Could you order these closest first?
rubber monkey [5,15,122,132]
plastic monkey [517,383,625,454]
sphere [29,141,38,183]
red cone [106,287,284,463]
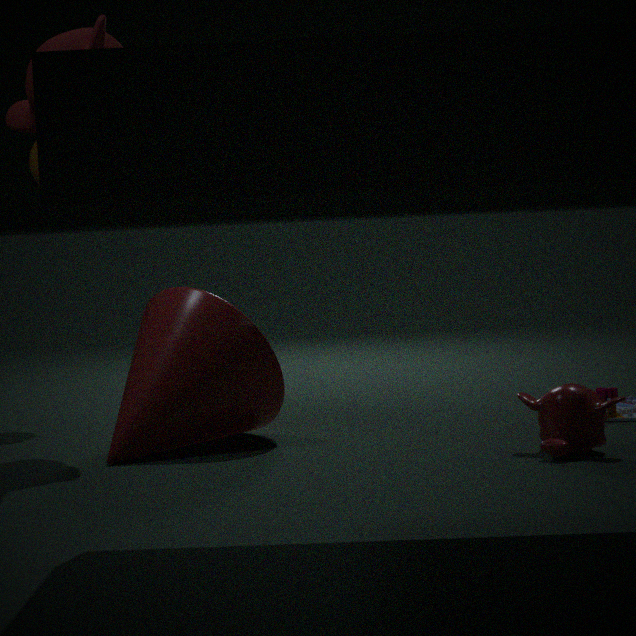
plastic monkey [517,383,625,454], red cone [106,287,284,463], rubber monkey [5,15,122,132], sphere [29,141,38,183]
